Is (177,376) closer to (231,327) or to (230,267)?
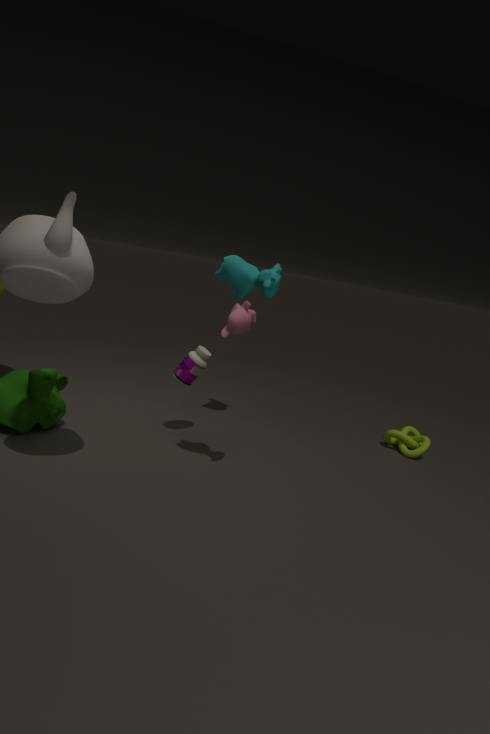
(231,327)
